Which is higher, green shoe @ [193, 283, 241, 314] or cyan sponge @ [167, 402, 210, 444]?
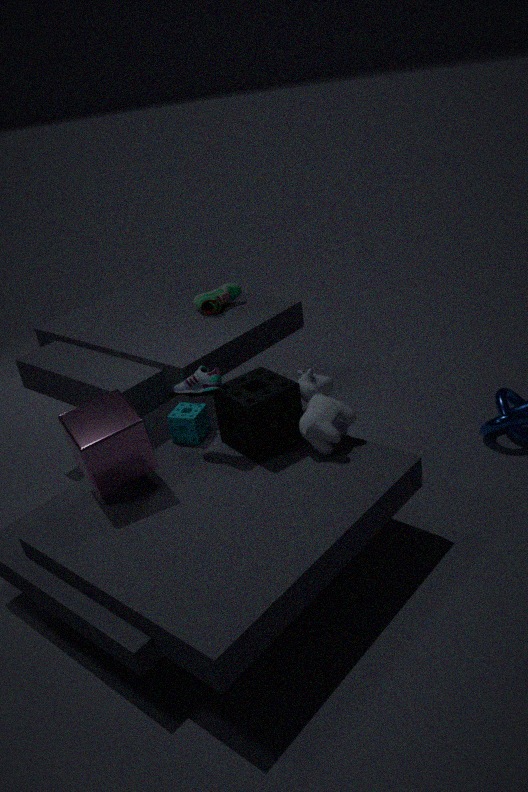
green shoe @ [193, 283, 241, 314]
